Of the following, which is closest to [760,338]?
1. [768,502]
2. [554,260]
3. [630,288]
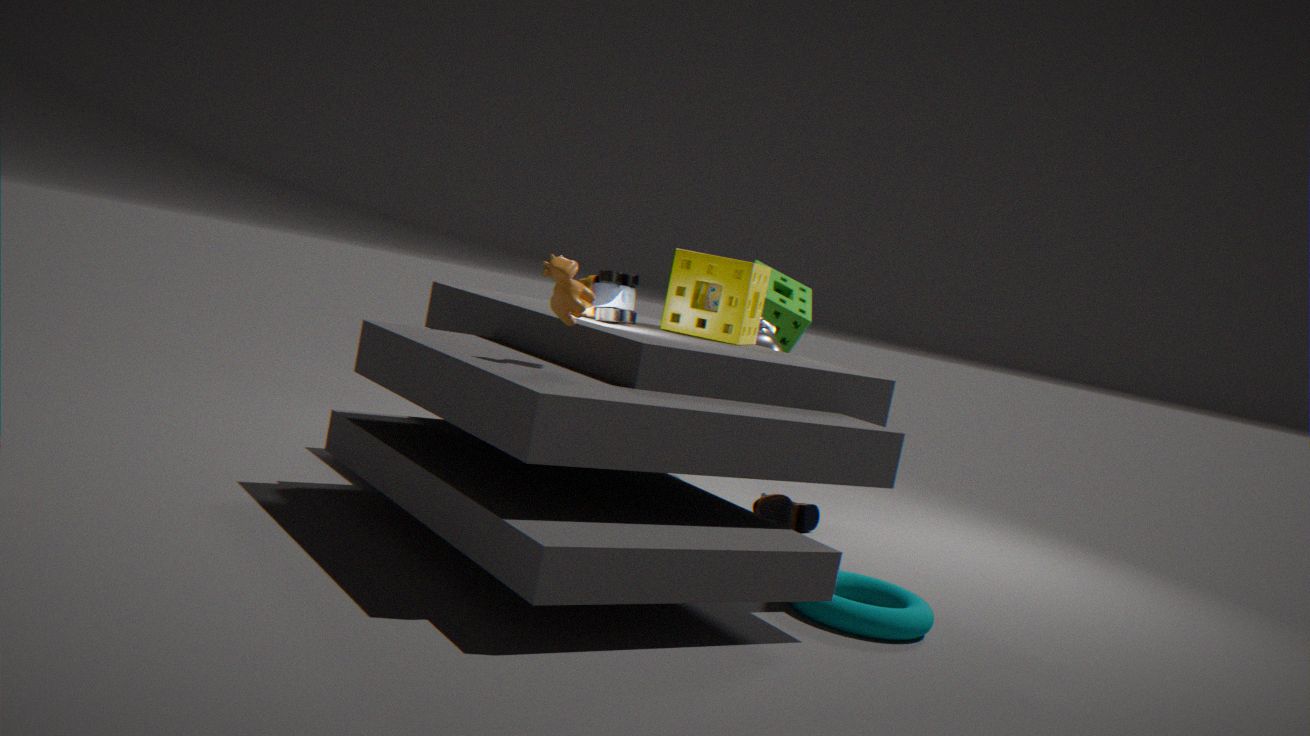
[768,502]
